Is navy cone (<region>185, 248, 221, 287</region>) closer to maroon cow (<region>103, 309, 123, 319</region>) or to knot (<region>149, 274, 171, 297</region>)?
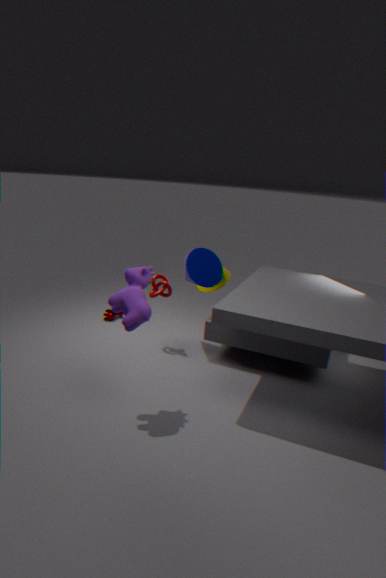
knot (<region>149, 274, 171, 297</region>)
